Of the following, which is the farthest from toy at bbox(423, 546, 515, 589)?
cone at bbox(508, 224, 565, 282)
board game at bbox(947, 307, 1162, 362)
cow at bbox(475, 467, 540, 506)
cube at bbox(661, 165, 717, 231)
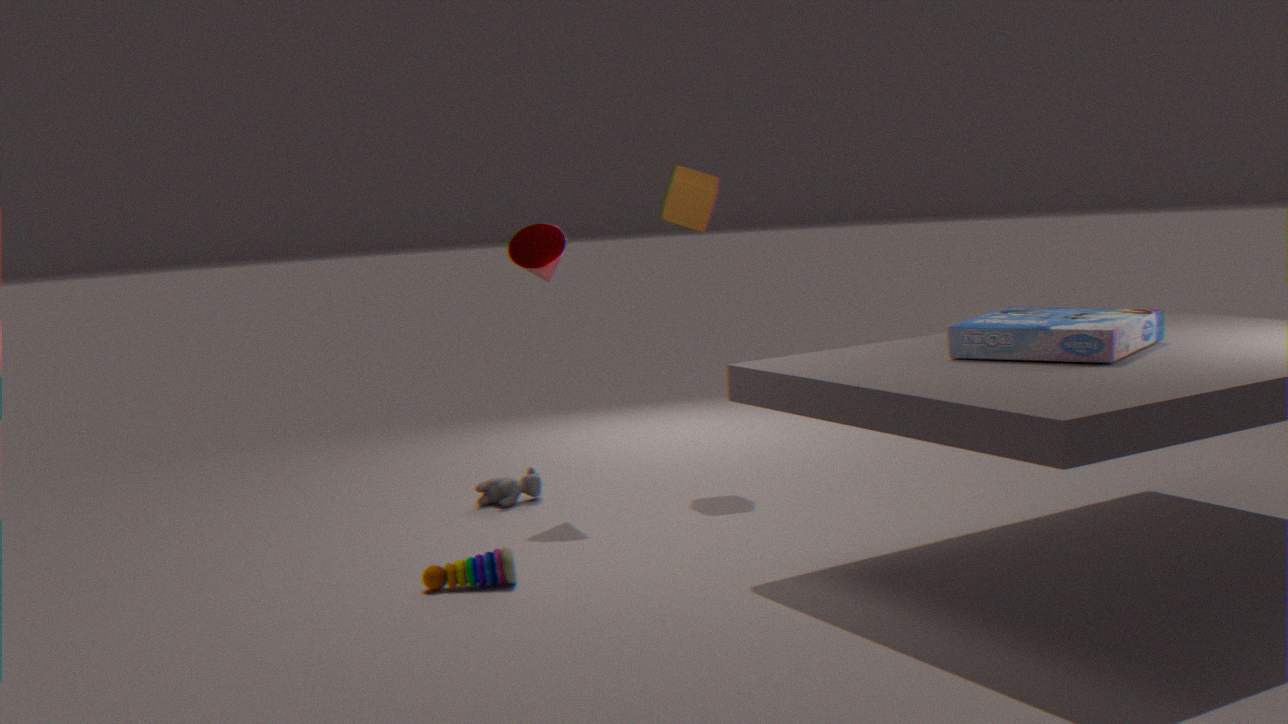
cube at bbox(661, 165, 717, 231)
